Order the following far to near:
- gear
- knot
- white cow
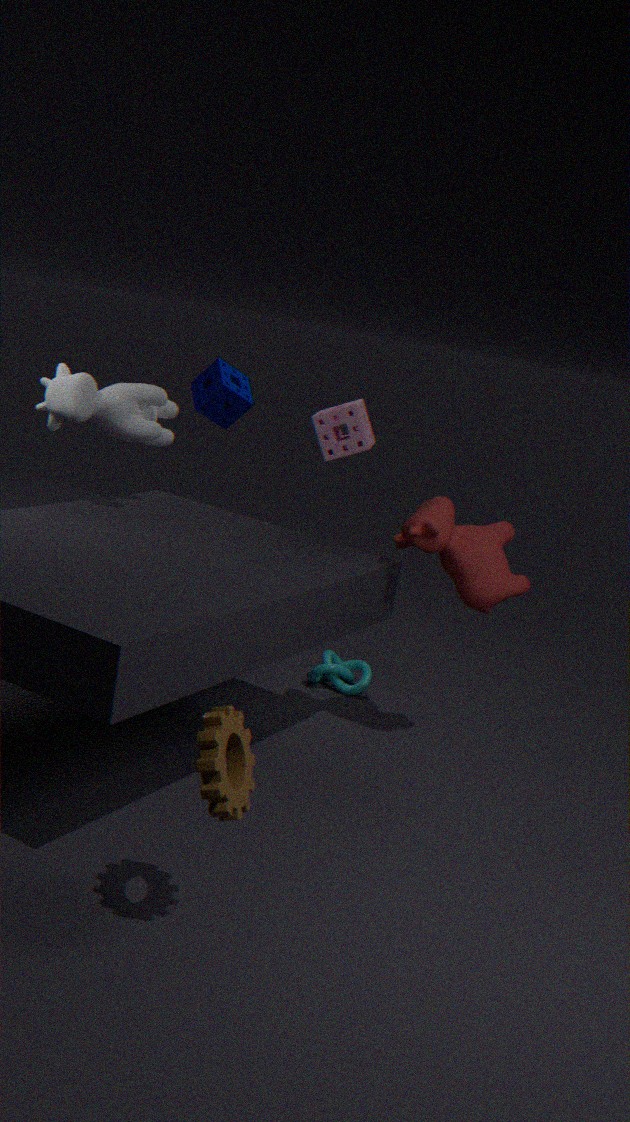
knot < white cow < gear
